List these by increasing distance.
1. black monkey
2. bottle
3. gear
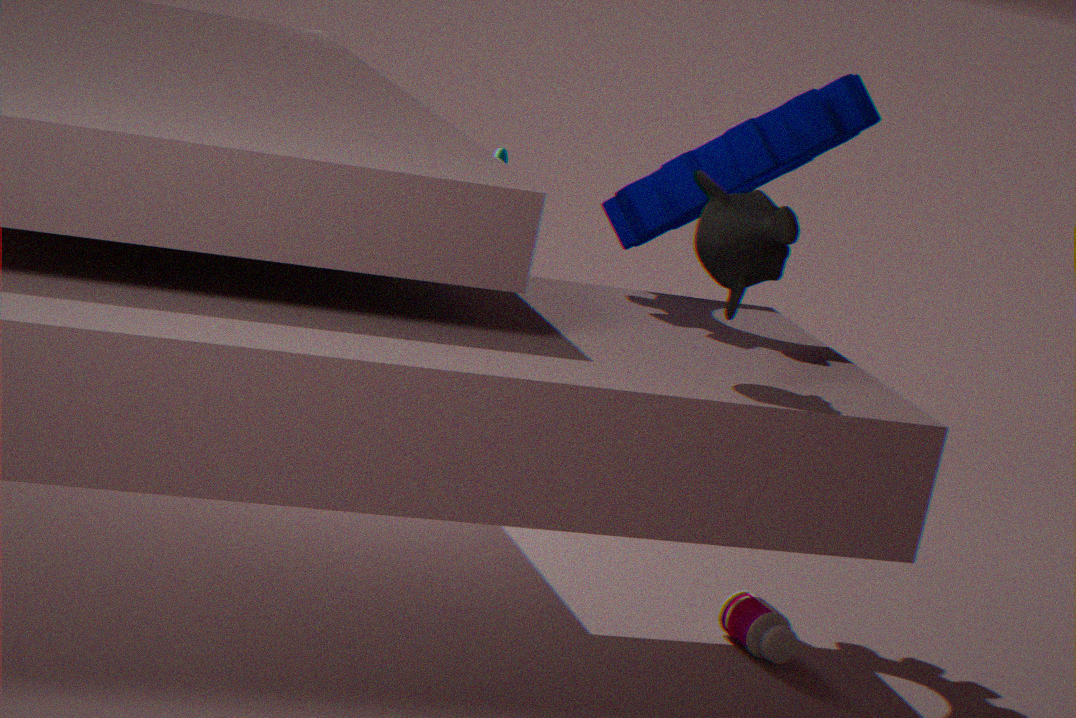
black monkey → gear → bottle
